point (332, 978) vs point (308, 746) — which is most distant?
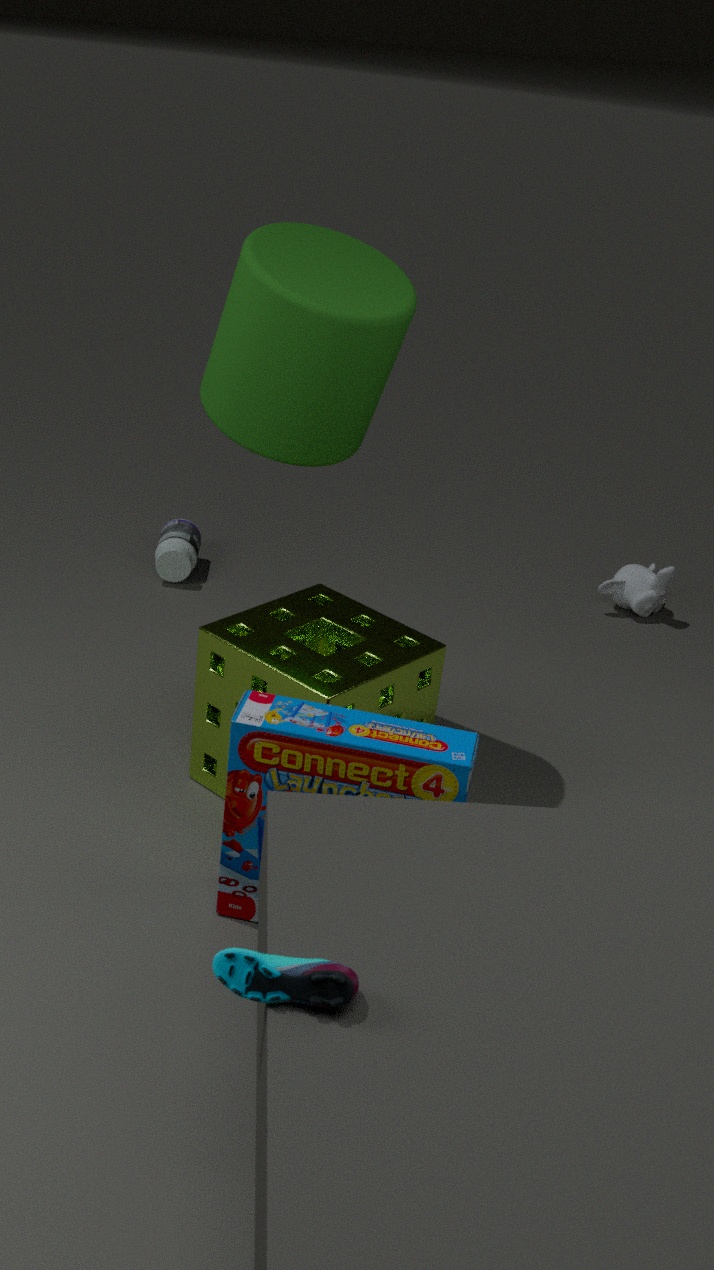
point (308, 746)
